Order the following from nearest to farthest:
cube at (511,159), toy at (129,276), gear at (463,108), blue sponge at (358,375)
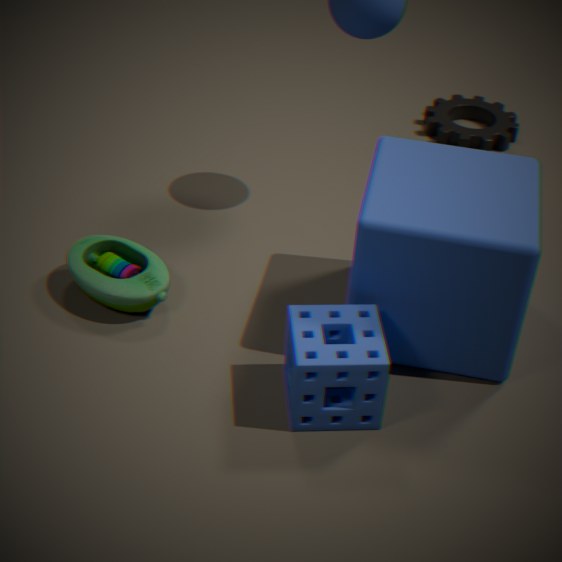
blue sponge at (358,375), cube at (511,159), toy at (129,276), gear at (463,108)
